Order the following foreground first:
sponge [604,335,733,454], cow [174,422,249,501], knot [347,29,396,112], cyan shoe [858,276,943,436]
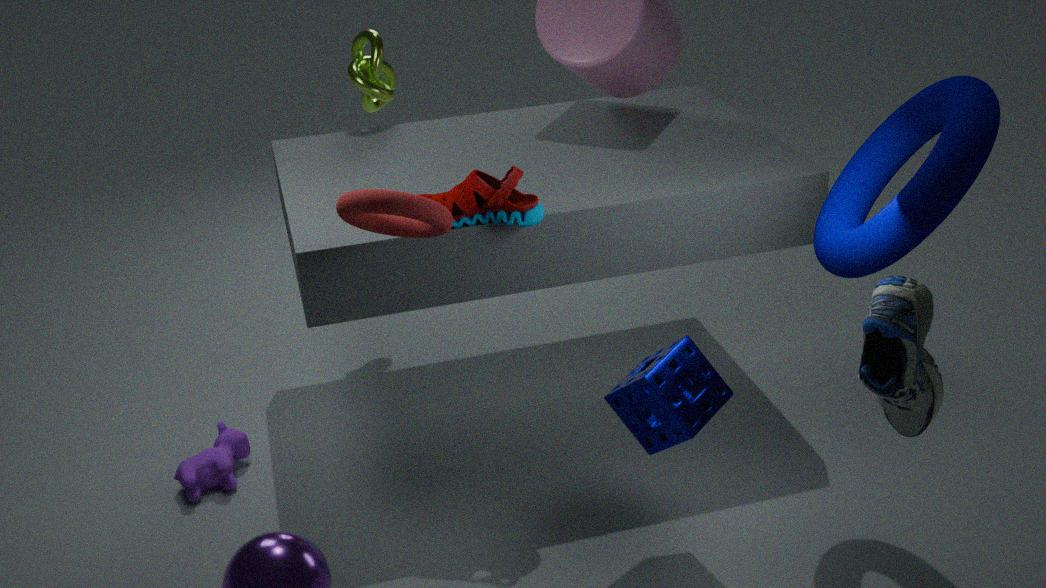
cyan shoe [858,276,943,436]
sponge [604,335,733,454]
cow [174,422,249,501]
knot [347,29,396,112]
